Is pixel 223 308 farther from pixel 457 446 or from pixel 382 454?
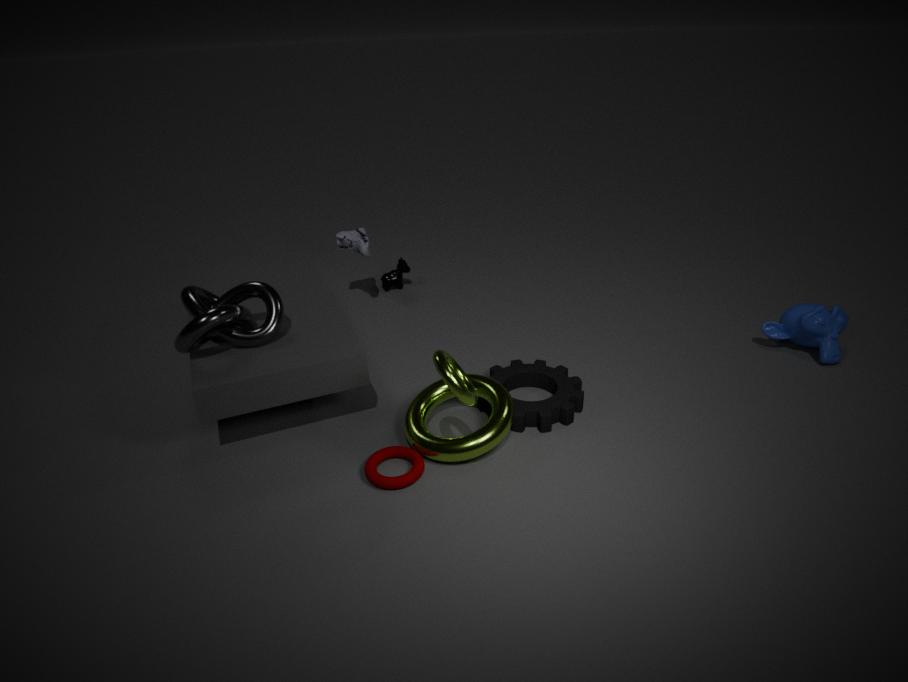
pixel 457 446
